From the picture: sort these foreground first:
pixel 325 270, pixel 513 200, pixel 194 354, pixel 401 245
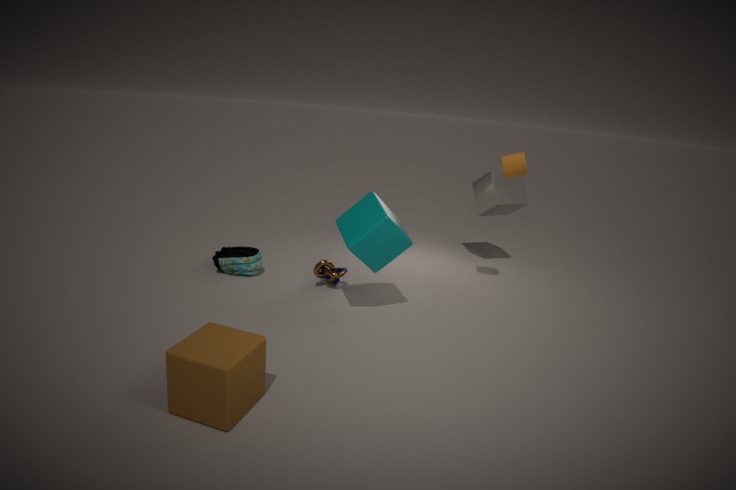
pixel 194 354 → pixel 401 245 → pixel 325 270 → pixel 513 200
